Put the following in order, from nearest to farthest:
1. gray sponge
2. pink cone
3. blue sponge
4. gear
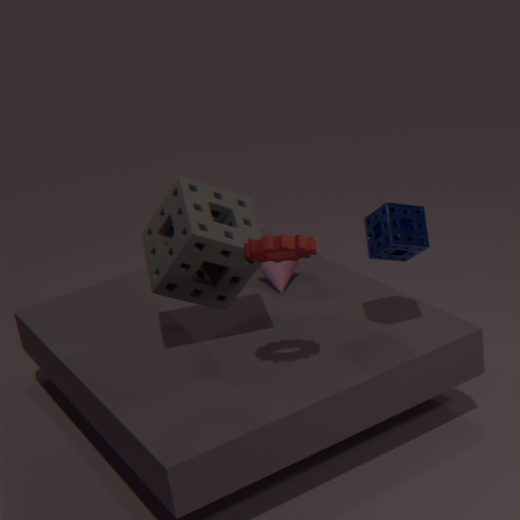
gear < blue sponge < gray sponge < pink cone
